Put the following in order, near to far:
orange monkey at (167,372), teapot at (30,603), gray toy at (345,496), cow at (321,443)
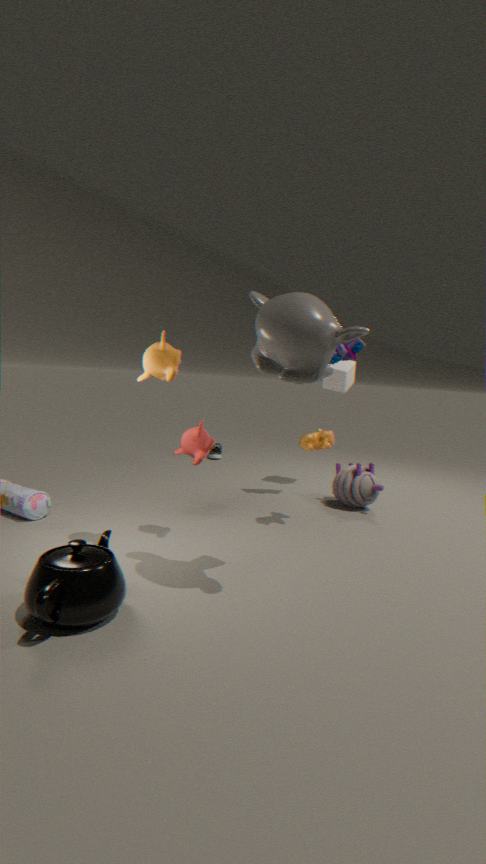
teapot at (30,603) < orange monkey at (167,372) < cow at (321,443) < gray toy at (345,496)
